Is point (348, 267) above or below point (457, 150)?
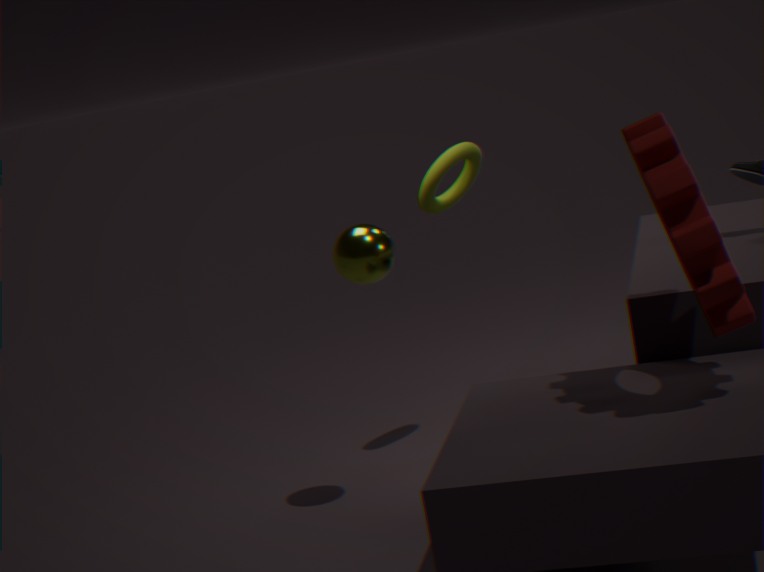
below
